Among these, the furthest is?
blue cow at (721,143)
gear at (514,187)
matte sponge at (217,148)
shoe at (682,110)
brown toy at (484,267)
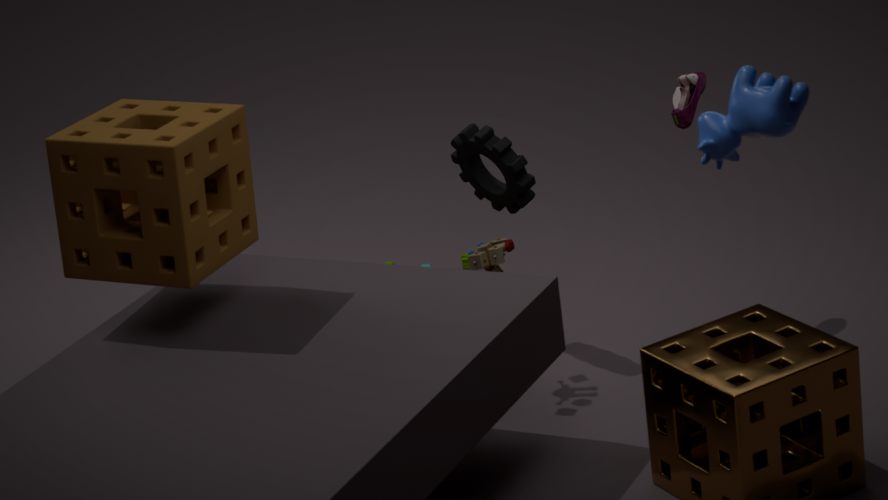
shoe at (682,110)
